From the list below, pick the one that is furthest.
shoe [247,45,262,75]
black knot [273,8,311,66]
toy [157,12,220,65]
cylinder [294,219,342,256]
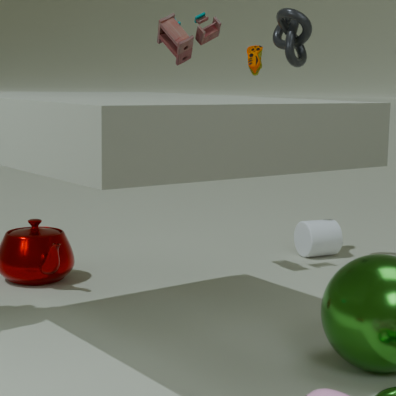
cylinder [294,219,342,256]
